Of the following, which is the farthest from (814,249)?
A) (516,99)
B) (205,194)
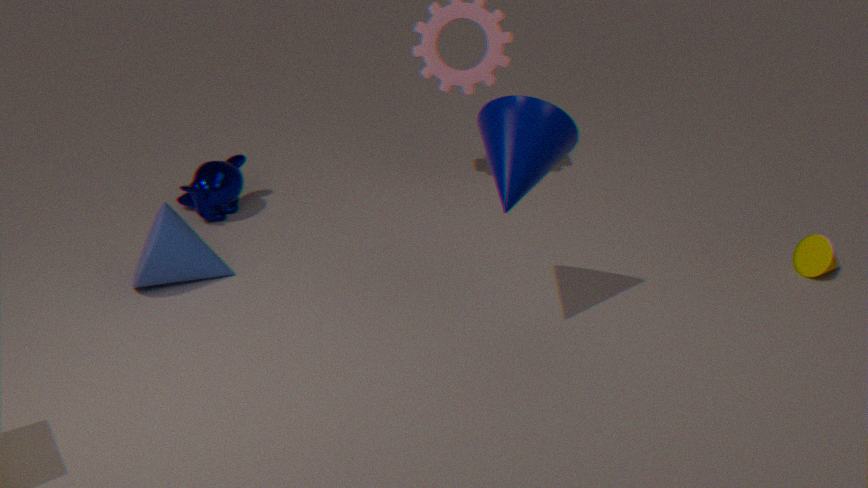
(205,194)
